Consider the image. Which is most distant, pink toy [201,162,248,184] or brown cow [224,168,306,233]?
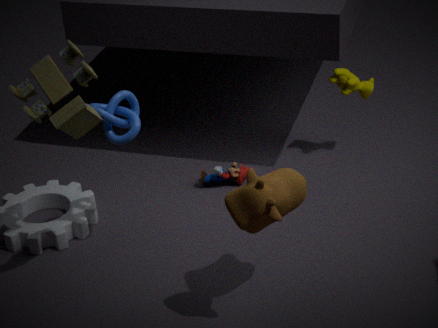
pink toy [201,162,248,184]
